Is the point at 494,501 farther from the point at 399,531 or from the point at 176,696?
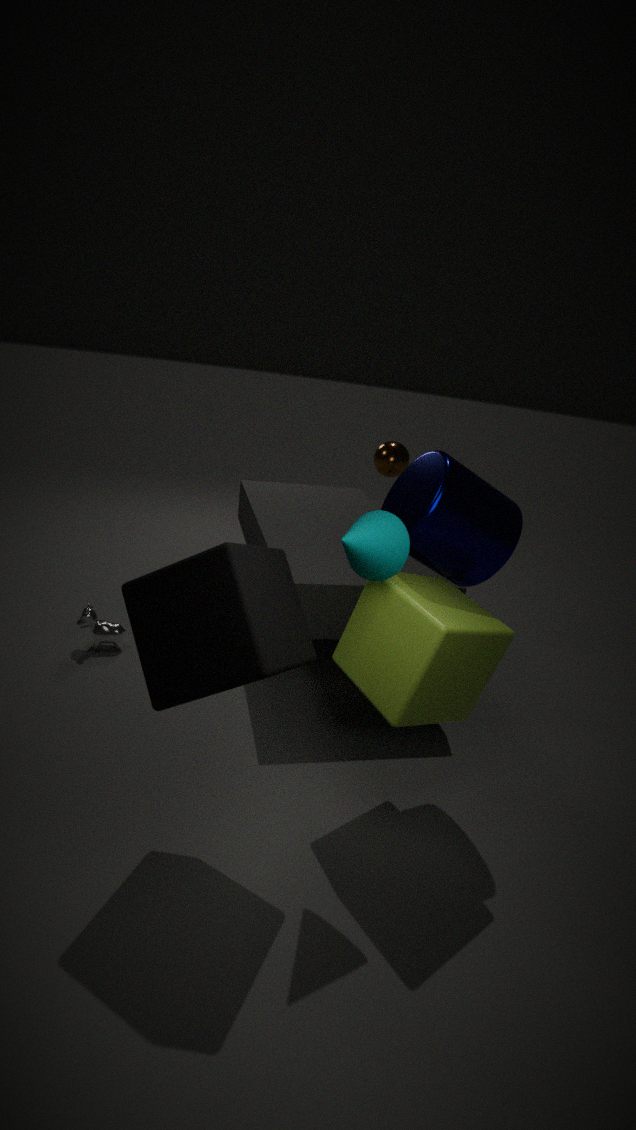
the point at 176,696
